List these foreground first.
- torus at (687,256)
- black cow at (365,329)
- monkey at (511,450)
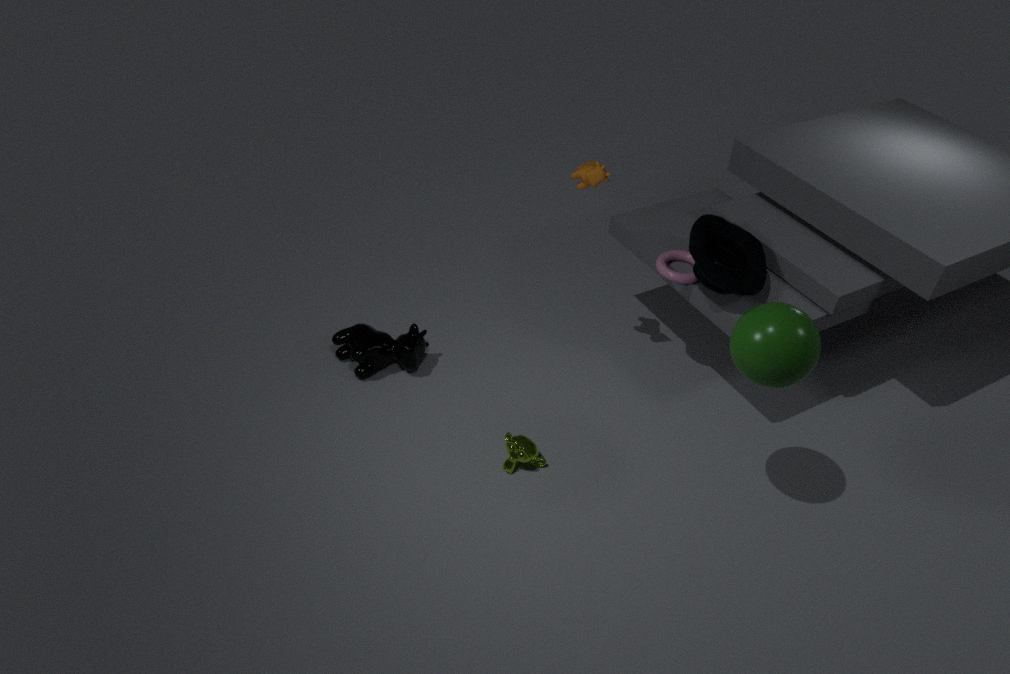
monkey at (511,450)
torus at (687,256)
black cow at (365,329)
